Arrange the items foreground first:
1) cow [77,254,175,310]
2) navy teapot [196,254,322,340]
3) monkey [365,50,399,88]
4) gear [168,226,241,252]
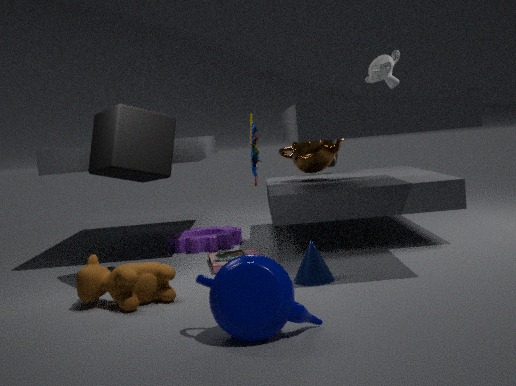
2. navy teapot [196,254,322,340] → 1. cow [77,254,175,310] → 3. monkey [365,50,399,88] → 4. gear [168,226,241,252]
